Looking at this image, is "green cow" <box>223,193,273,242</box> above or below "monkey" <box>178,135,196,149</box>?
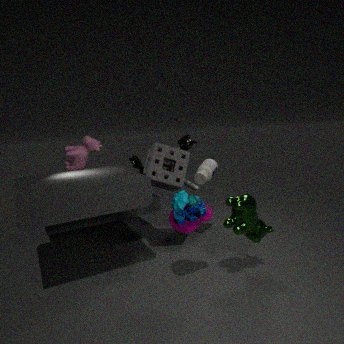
below
